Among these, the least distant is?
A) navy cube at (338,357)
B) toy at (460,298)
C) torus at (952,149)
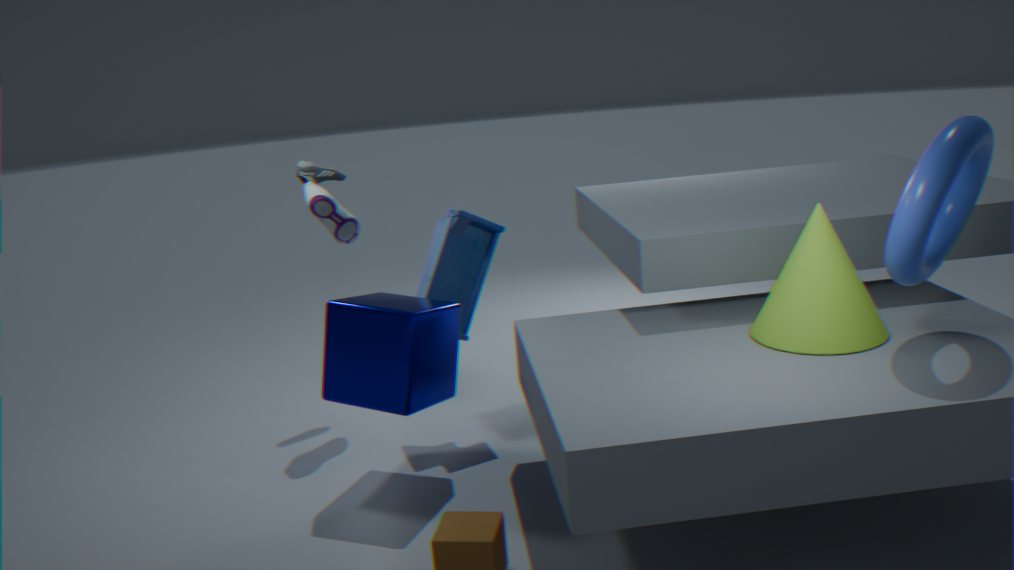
C. torus at (952,149)
